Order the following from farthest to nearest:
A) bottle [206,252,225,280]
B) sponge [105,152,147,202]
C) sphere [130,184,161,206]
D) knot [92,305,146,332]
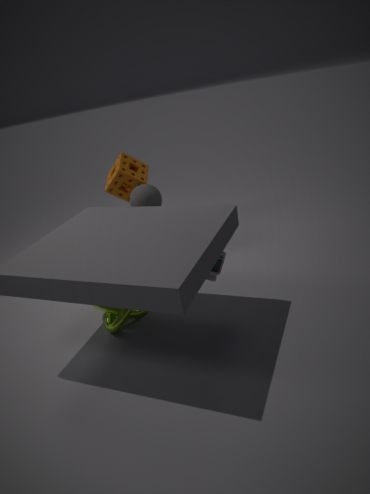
1. sponge [105,152,147,202]
2. sphere [130,184,161,206]
3. knot [92,305,146,332]
4. bottle [206,252,225,280]
